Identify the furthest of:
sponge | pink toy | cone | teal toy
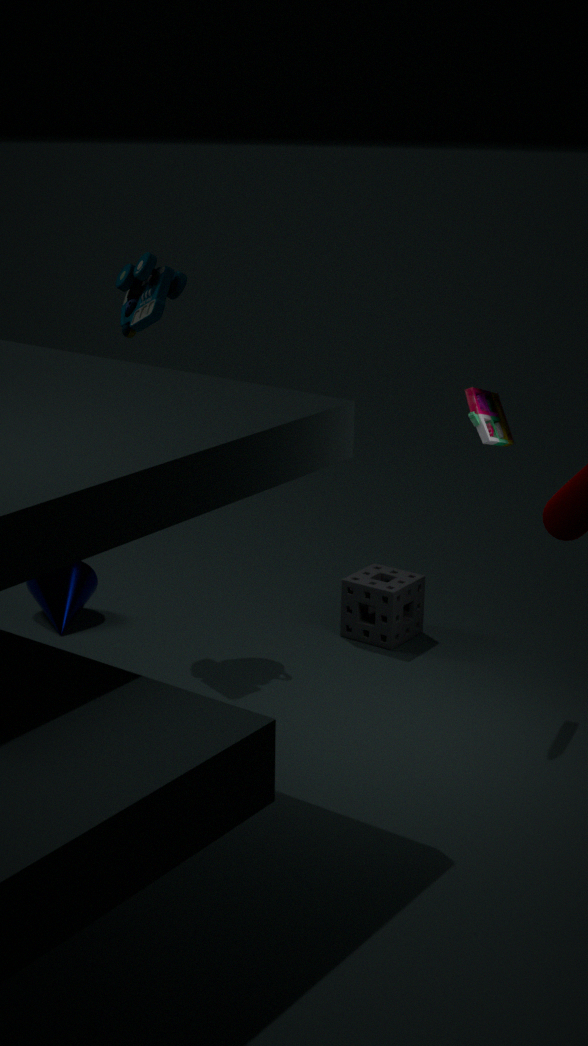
cone
